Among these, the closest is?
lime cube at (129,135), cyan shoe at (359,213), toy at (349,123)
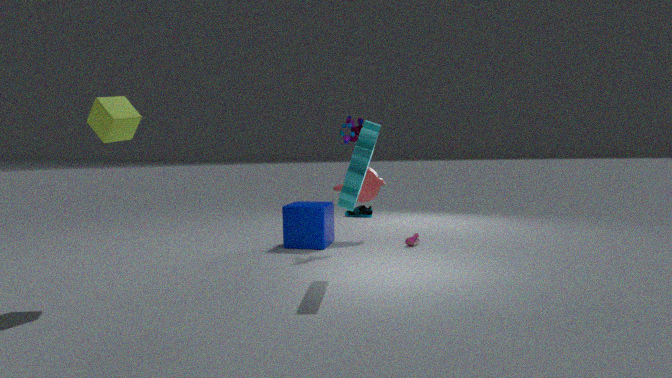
lime cube at (129,135)
